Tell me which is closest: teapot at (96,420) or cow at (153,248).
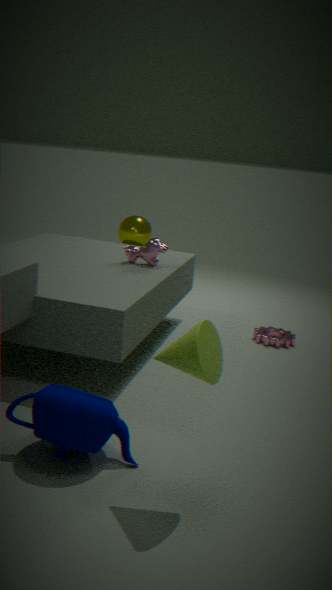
teapot at (96,420)
